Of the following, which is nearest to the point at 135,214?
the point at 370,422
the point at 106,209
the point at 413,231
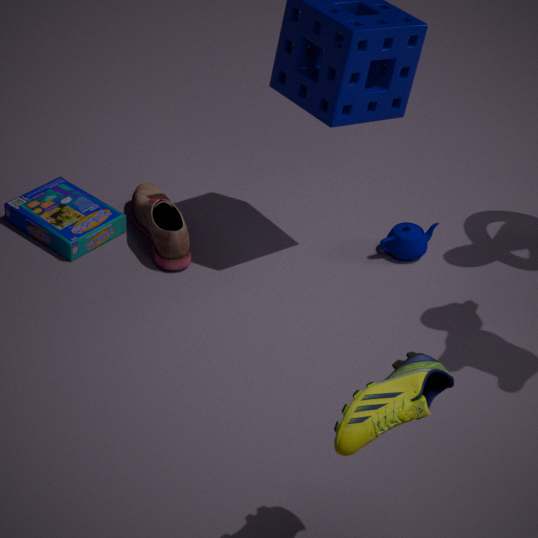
the point at 106,209
